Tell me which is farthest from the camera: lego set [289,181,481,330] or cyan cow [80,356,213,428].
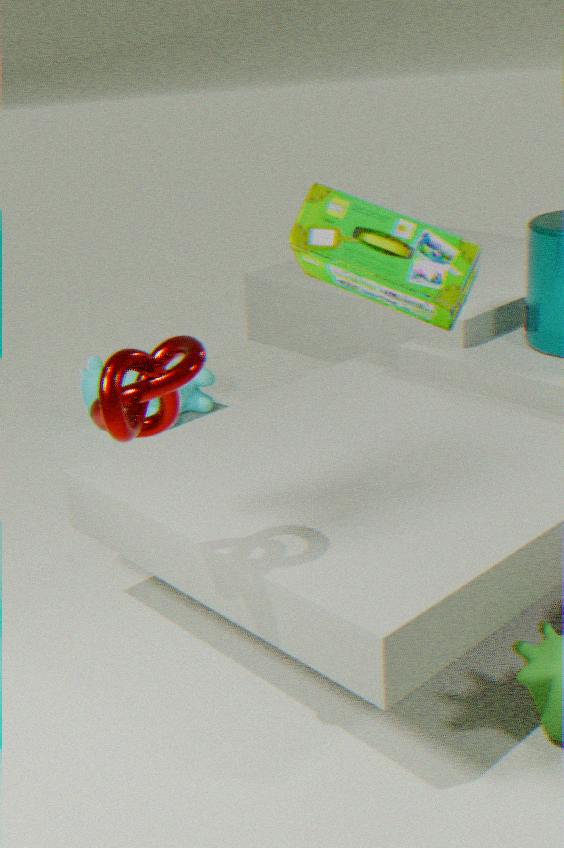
cyan cow [80,356,213,428]
